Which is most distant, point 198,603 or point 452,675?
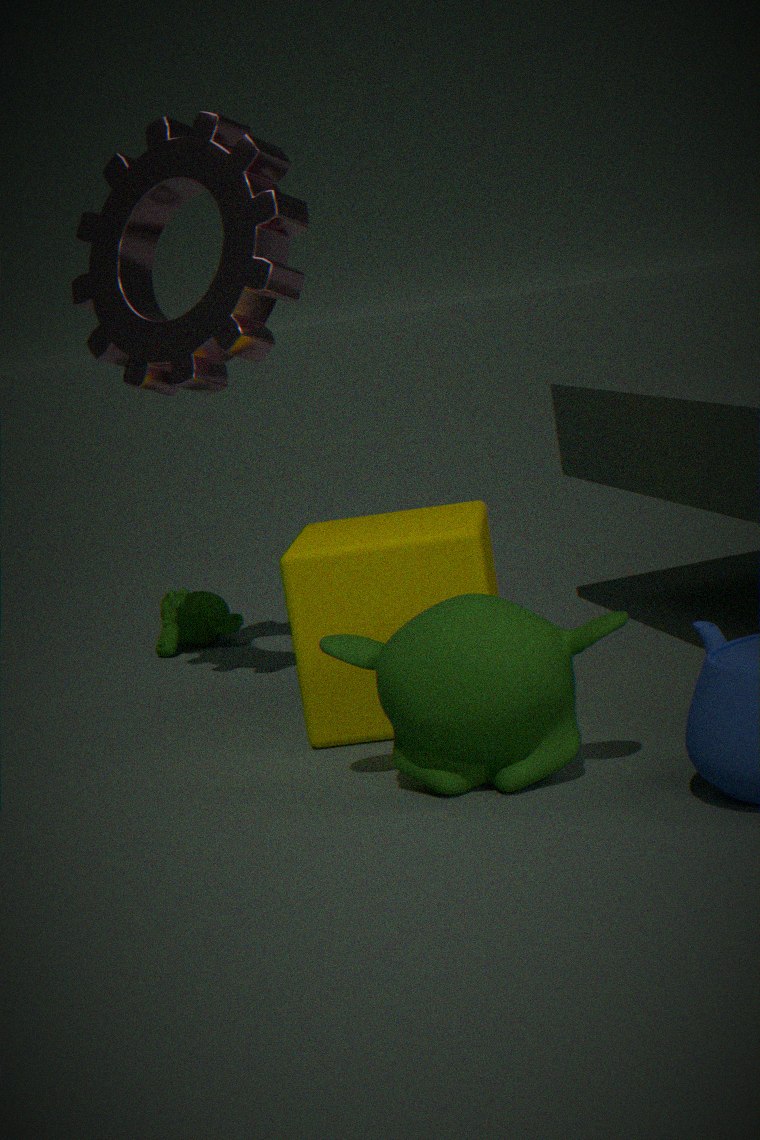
point 198,603
